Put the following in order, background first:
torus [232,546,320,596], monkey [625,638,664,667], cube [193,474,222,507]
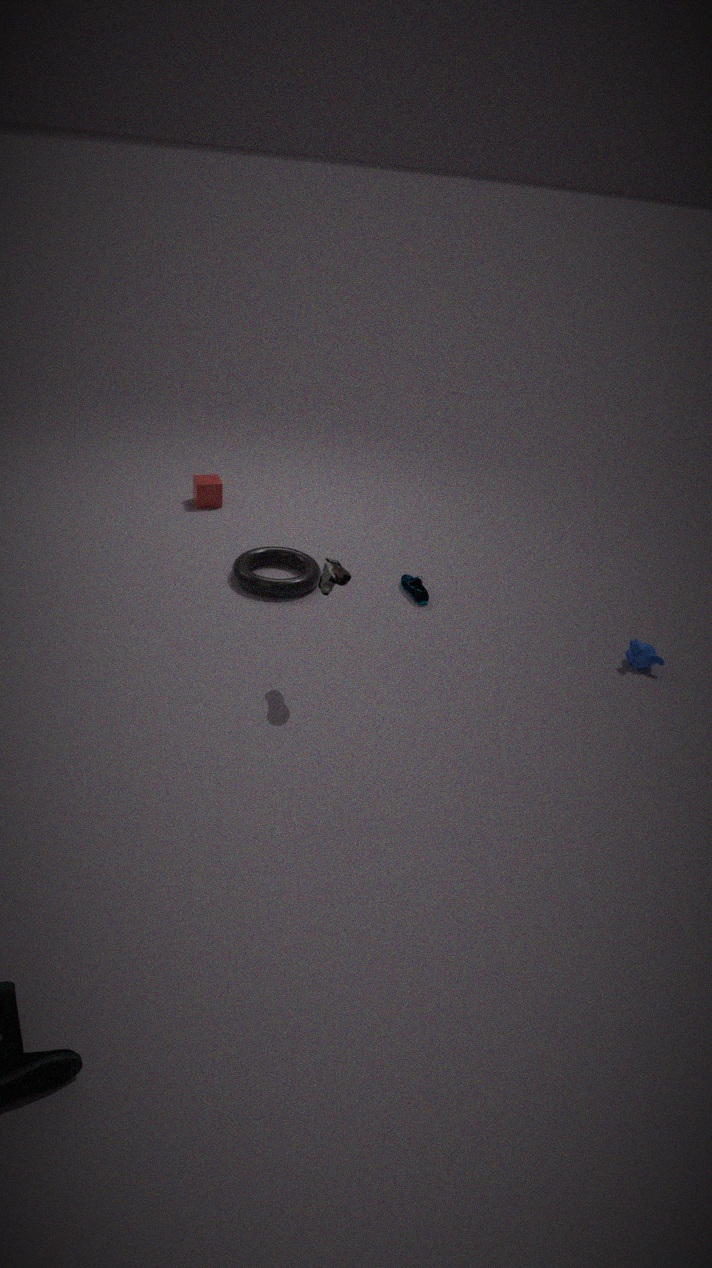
1. cube [193,474,222,507]
2. torus [232,546,320,596]
3. monkey [625,638,664,667]
